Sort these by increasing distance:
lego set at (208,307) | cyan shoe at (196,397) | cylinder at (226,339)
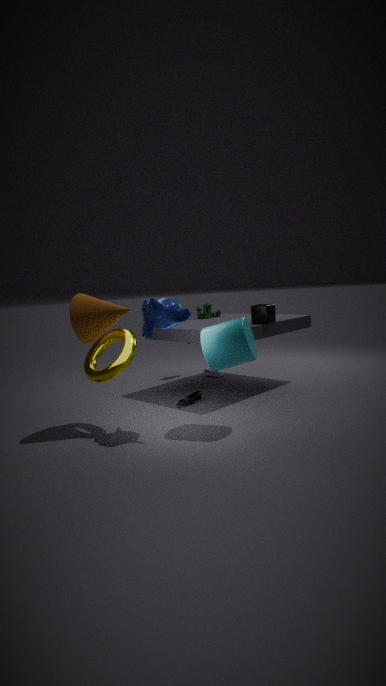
cylinder at (226,339)
cyan shoe at (196,397)
lego set at (208,307)
